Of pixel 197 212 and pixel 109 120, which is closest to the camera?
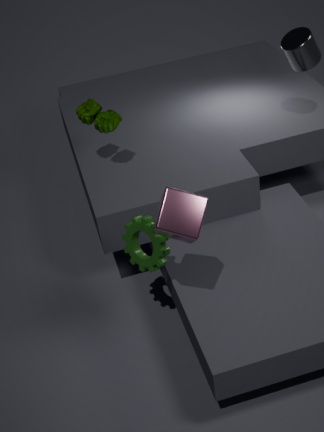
pixel 197 212
